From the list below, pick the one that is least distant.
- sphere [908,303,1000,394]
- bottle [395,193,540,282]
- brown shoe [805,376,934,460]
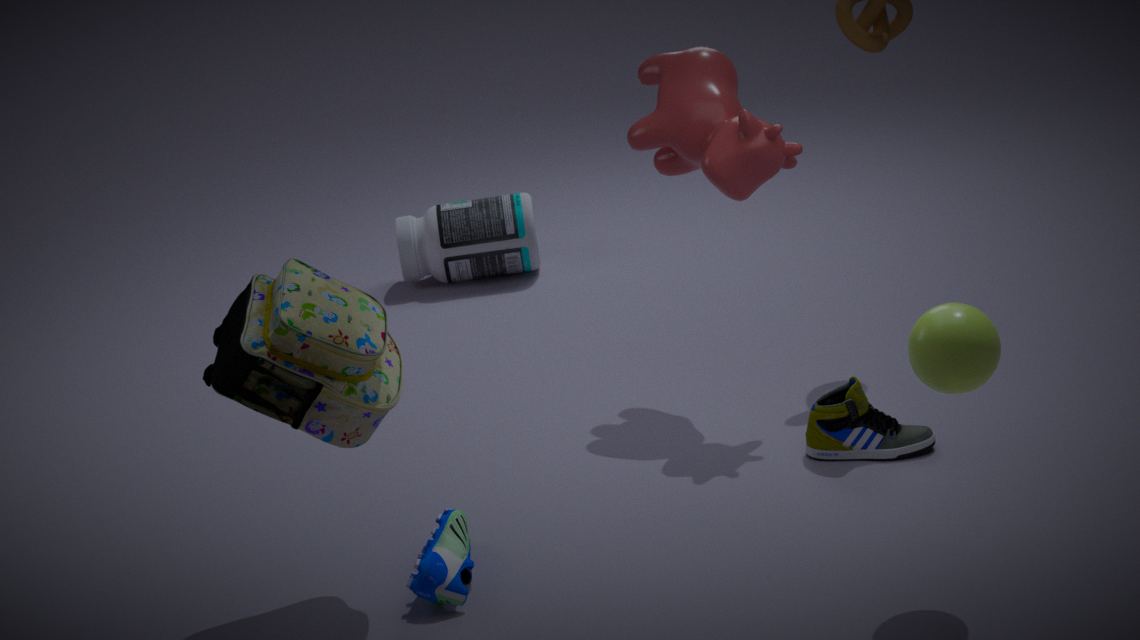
sphere [908,303,1000,394]
